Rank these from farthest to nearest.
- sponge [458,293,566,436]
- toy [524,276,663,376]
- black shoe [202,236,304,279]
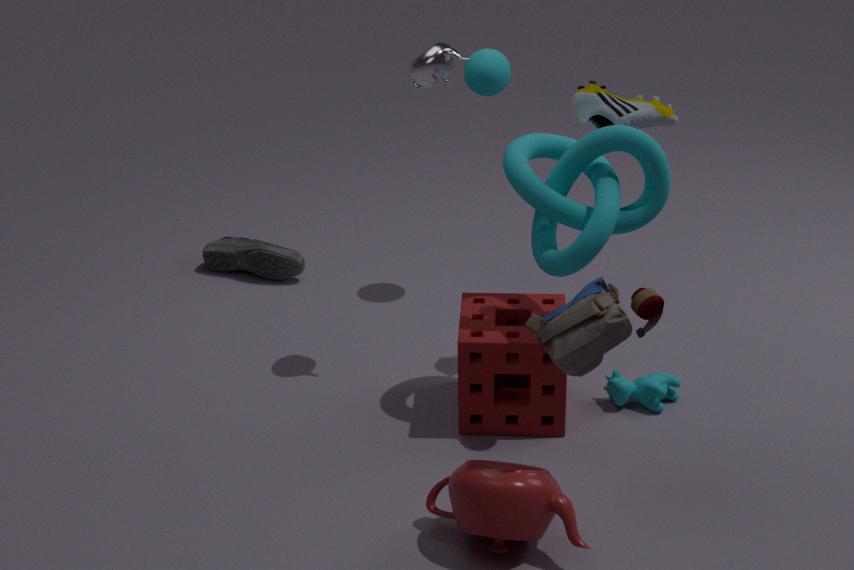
black shoe [202,236,304,279] < sponge [458,293,566,436] < toy [524,276,663,376]
